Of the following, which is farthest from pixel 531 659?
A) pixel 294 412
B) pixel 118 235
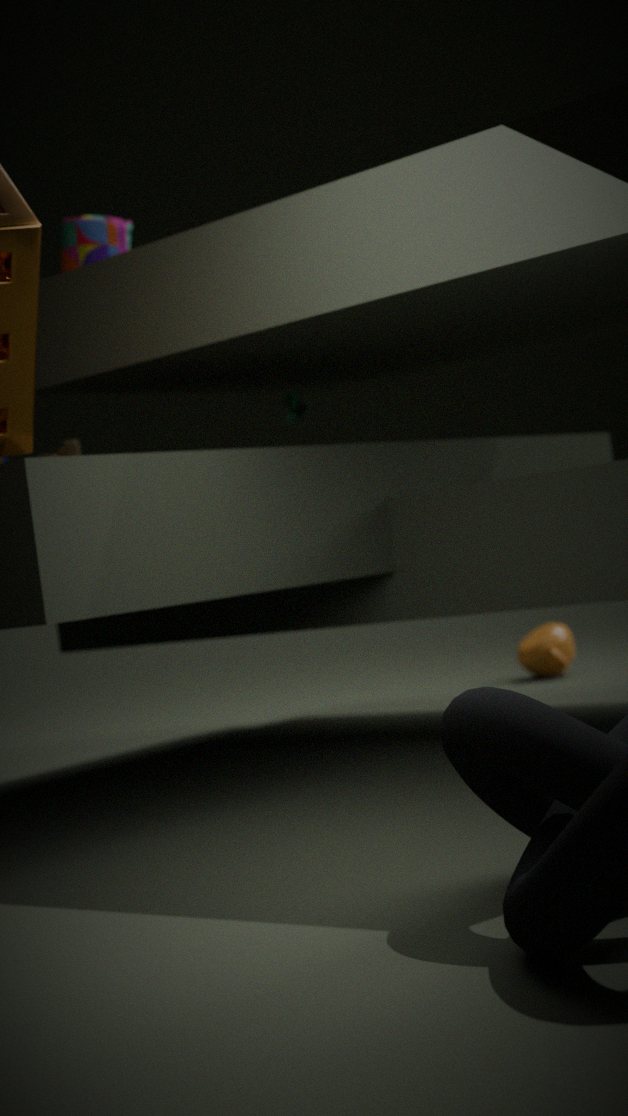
pixel 118 235
